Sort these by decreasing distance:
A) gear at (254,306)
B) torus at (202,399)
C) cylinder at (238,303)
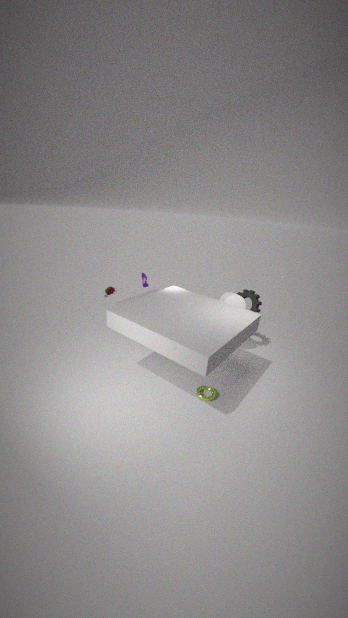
gear at (254,306), cylinder at (238,303), torus at (202,399)
